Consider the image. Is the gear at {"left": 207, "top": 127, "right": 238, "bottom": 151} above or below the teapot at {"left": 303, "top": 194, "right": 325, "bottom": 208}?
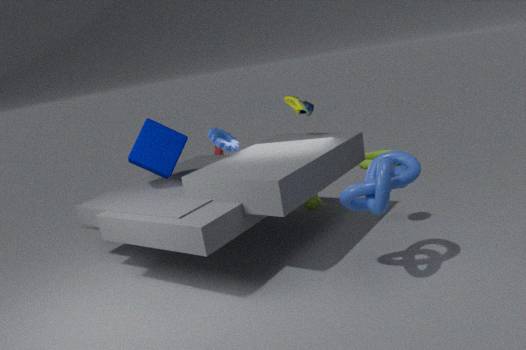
above
